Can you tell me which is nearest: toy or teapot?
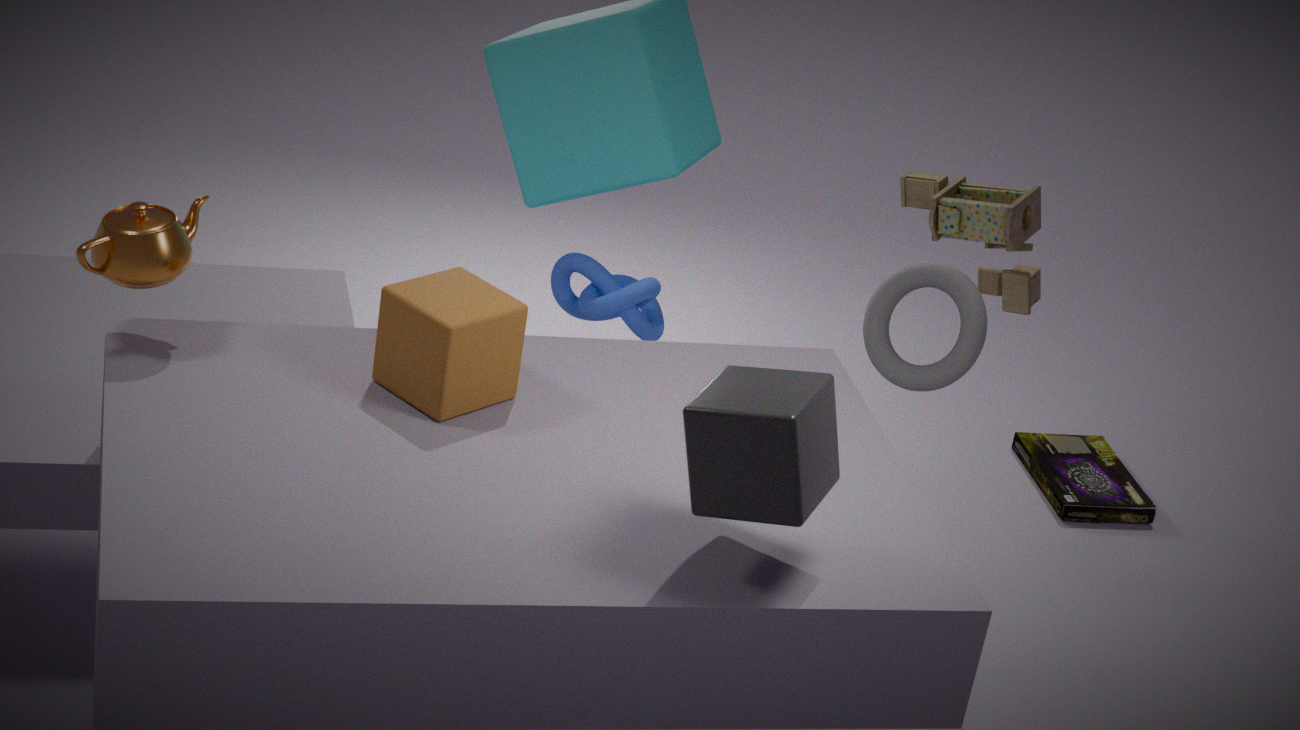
teapot
